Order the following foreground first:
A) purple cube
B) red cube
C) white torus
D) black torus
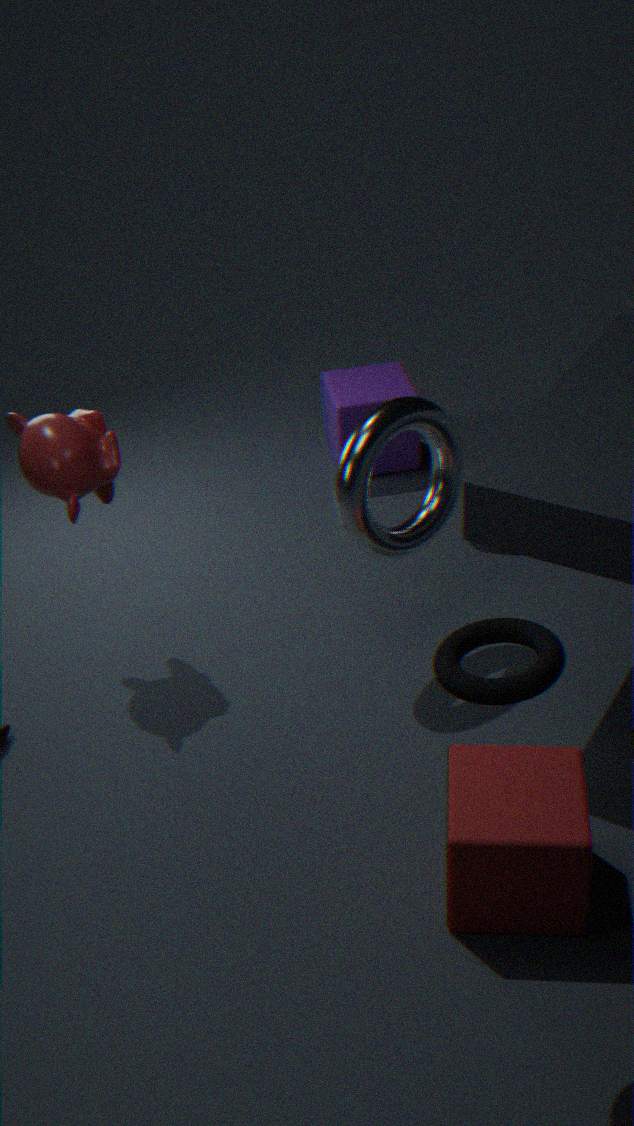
black torus < red cube < white torus < purple cube
